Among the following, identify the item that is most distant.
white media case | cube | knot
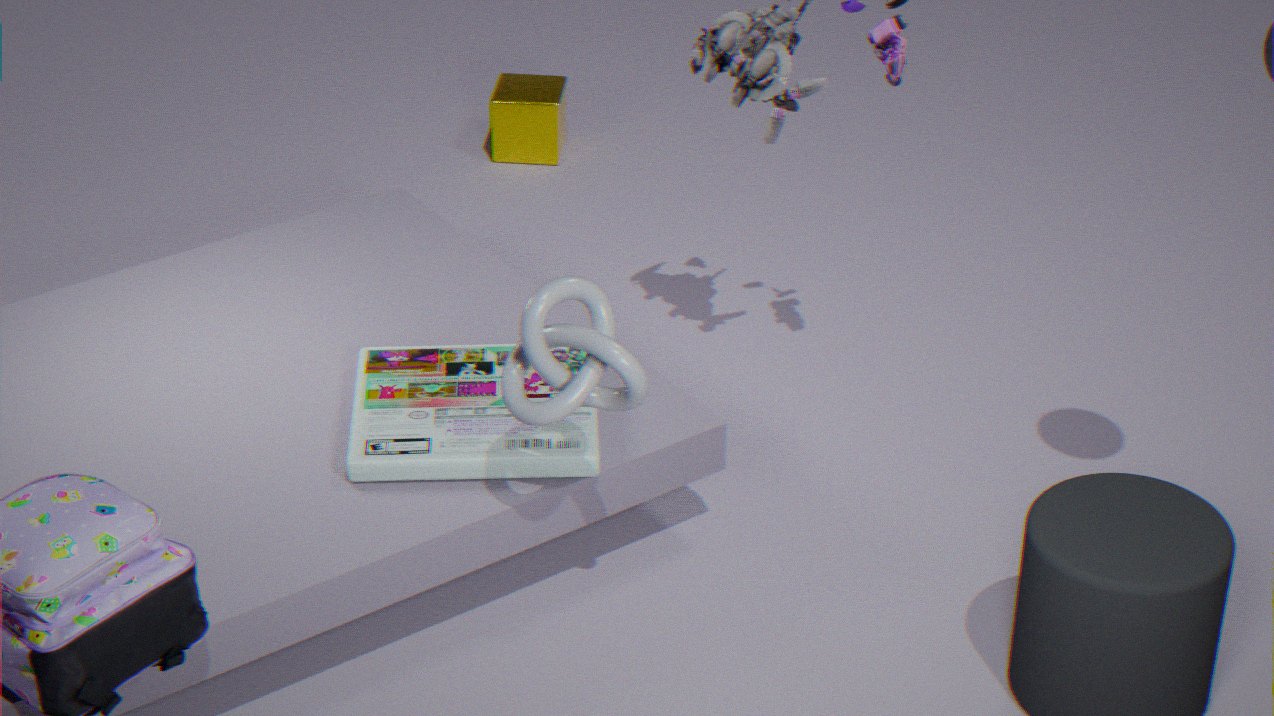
cube
